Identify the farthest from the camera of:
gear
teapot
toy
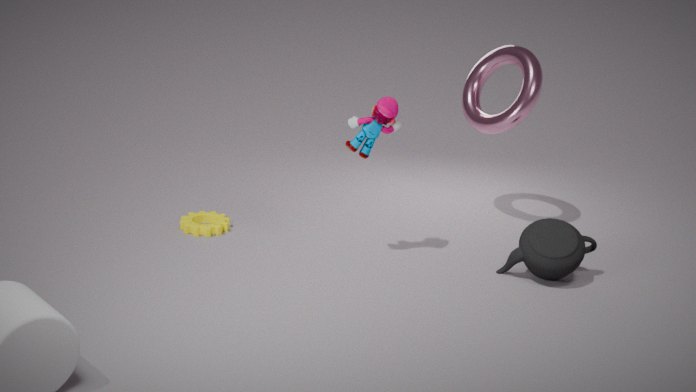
gear
